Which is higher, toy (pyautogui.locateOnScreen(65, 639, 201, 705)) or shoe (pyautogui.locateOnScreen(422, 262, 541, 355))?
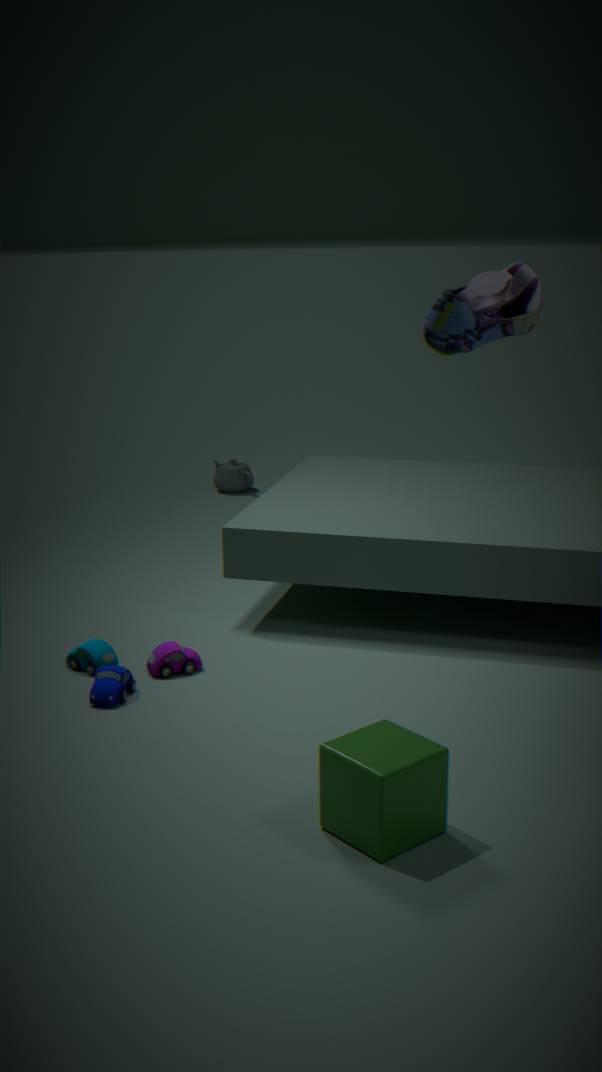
shoe (pyautogui.locateOnScreen(422, 262, 541, 355))
